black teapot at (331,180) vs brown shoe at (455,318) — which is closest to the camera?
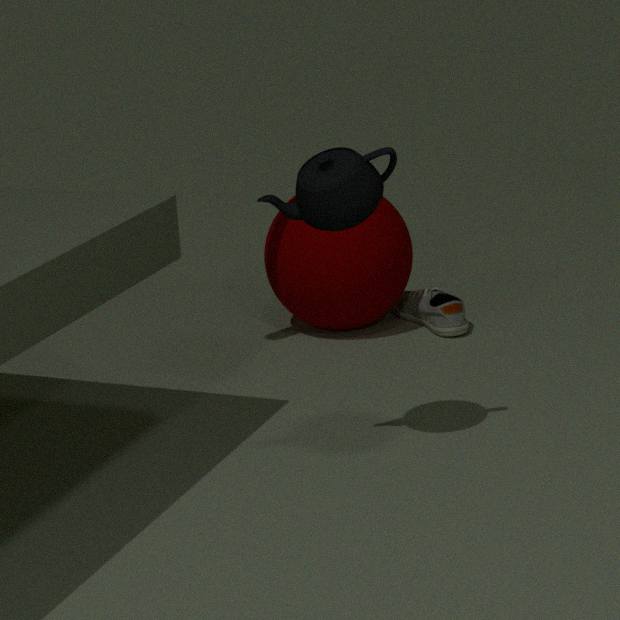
black teapot at (331,180)
